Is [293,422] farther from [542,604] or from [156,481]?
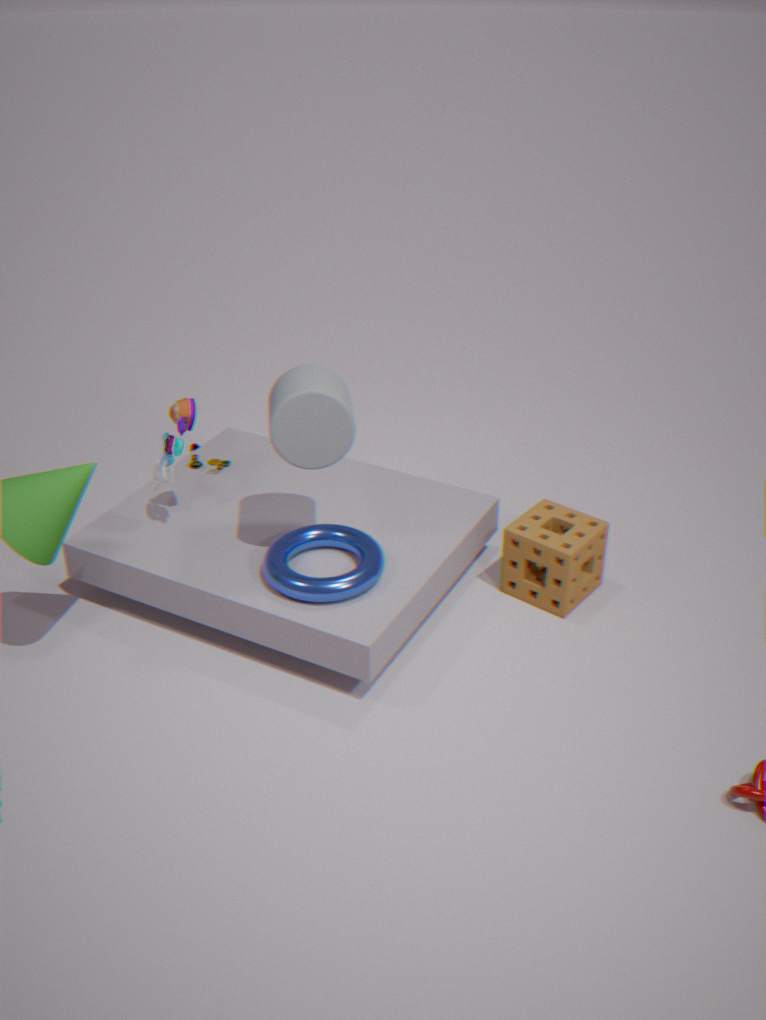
[542,604]
